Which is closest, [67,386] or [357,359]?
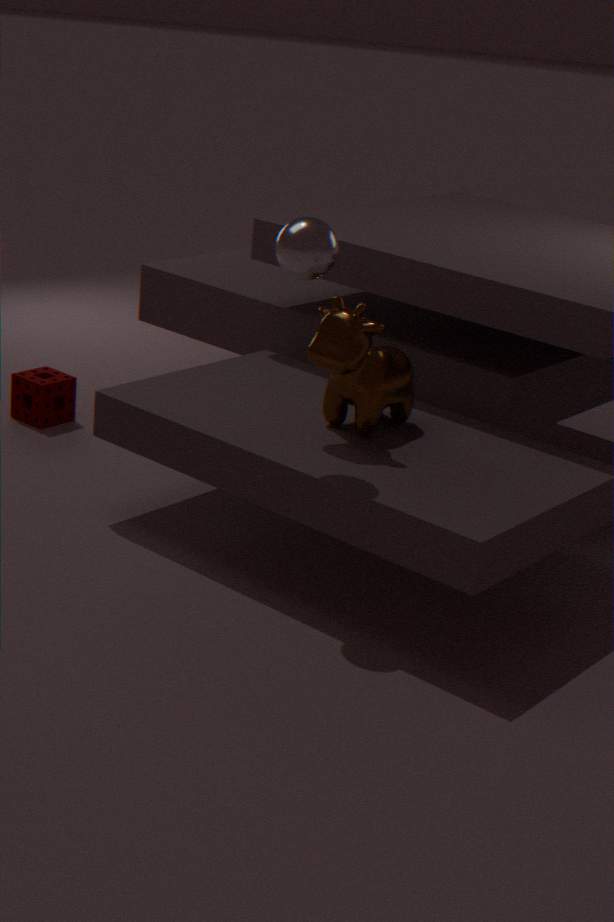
[357,359]
